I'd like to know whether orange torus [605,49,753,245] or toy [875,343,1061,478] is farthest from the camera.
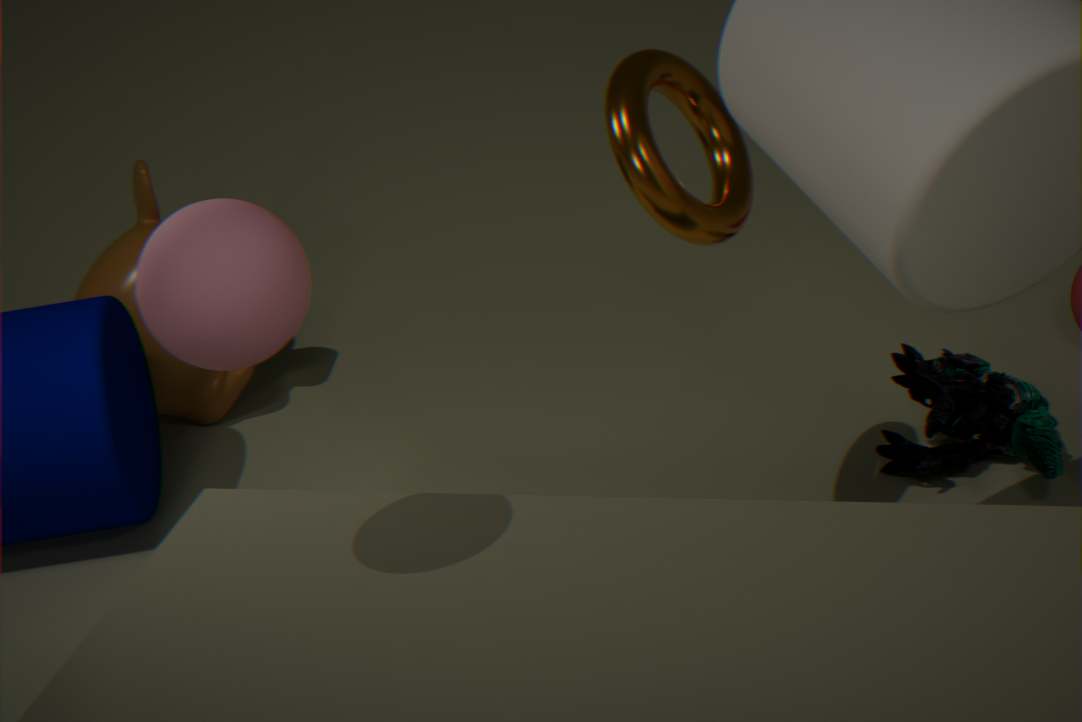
toy [875,343,1061,478]
